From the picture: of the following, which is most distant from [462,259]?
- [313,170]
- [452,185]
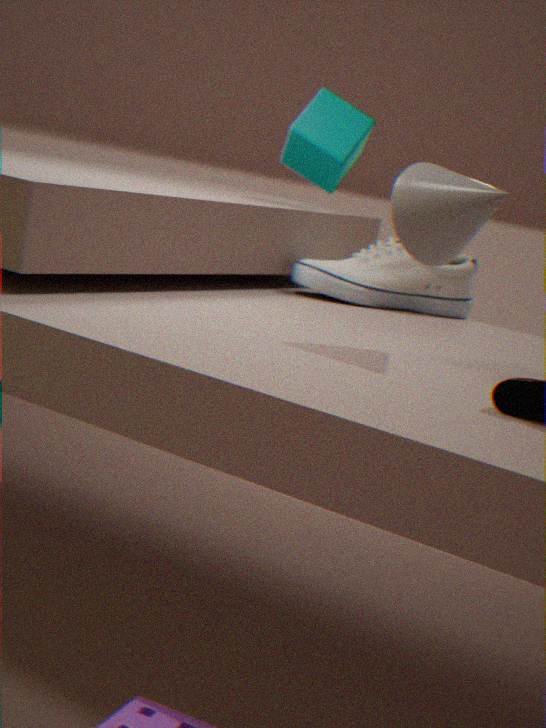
[452,185]
